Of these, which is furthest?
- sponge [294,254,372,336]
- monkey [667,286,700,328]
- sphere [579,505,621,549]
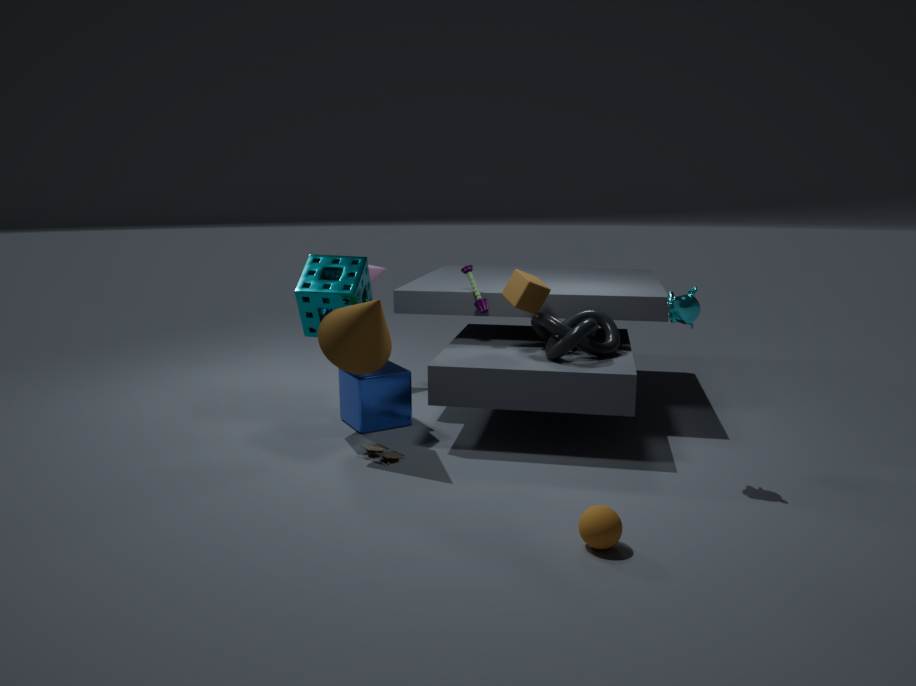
sponge [294,254,372,336]
